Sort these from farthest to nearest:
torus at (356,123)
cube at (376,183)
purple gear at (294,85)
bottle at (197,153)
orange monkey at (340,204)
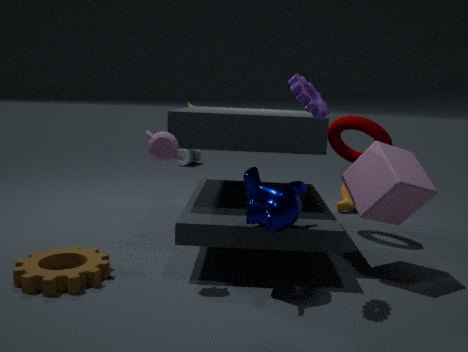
1. bottle at (197,153)
2. orange monkey at (340,204)
3. torus at (356,123)
4. cube at (376,183)
5. purple gear at (294,85)
